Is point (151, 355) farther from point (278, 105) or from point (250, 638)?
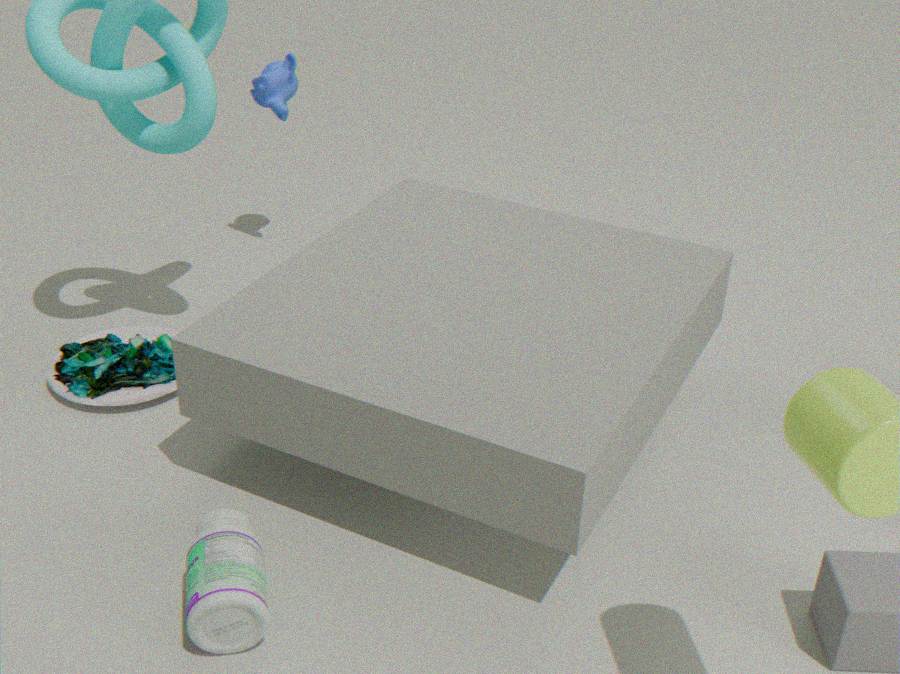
point (278, 105)
